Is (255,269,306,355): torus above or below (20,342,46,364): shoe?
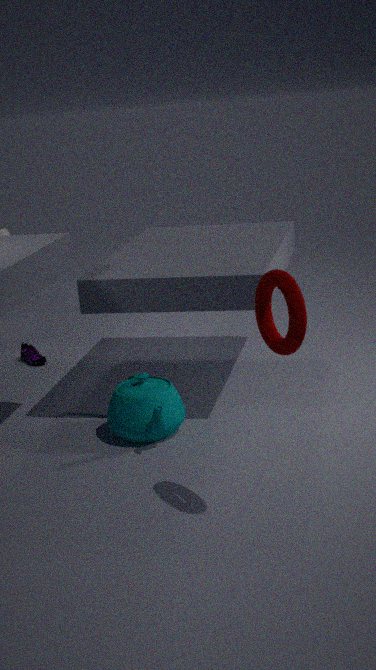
above
